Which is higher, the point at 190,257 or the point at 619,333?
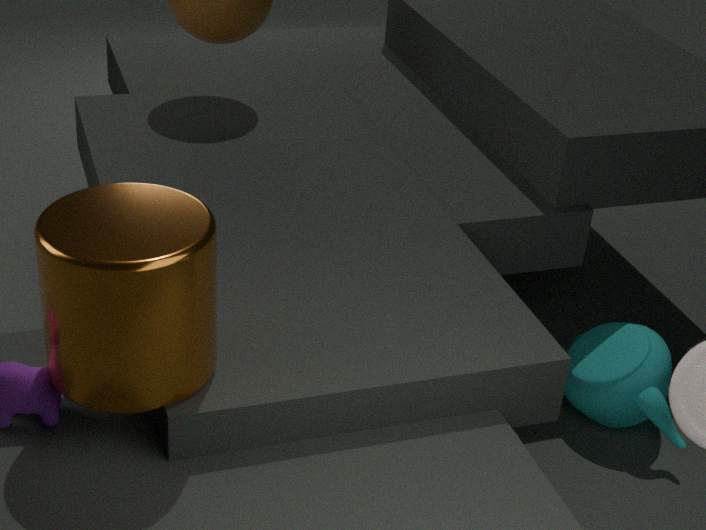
the point at 190,257
